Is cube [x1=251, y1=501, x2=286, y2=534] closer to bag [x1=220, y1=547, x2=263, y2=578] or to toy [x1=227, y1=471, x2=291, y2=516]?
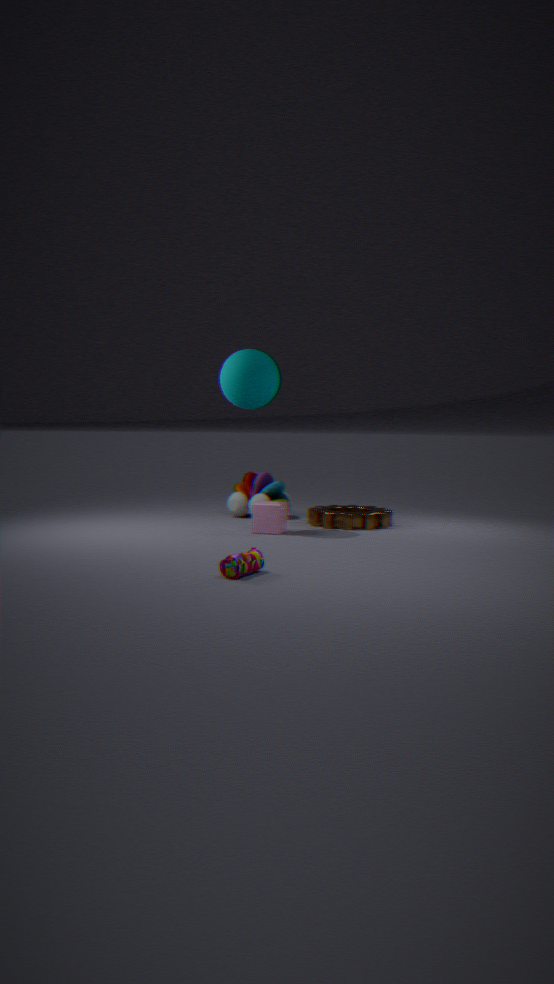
toy [x1=227, y1=471, x2=291, y2=516]
